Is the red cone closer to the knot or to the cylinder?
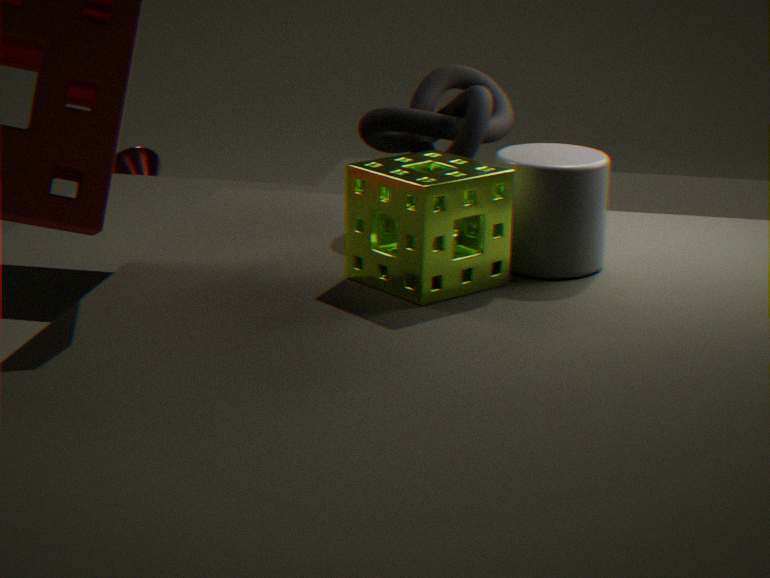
the knot
